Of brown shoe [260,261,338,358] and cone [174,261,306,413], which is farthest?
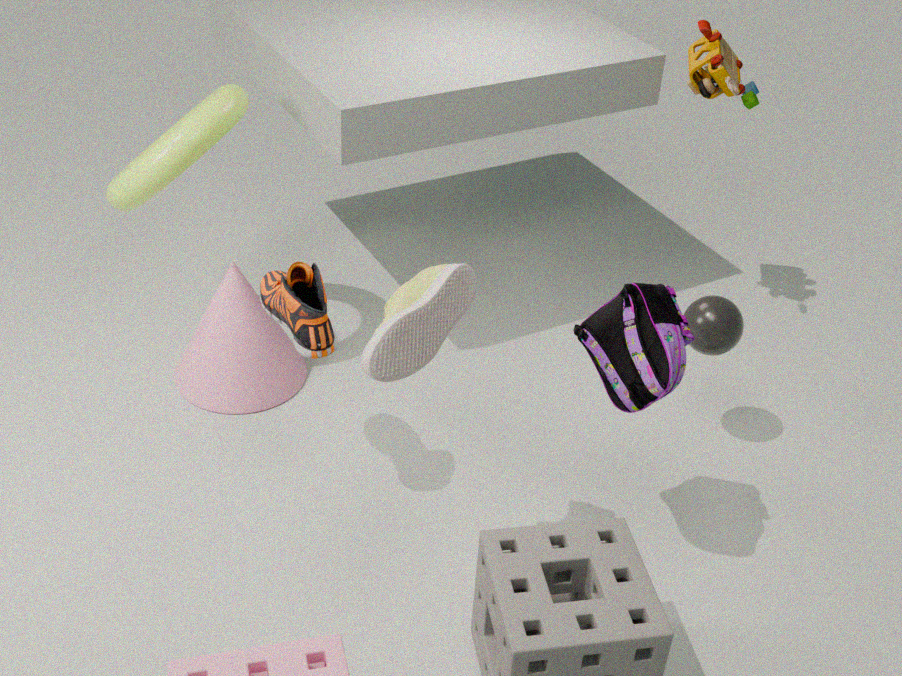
cone [174,261,306,413]
